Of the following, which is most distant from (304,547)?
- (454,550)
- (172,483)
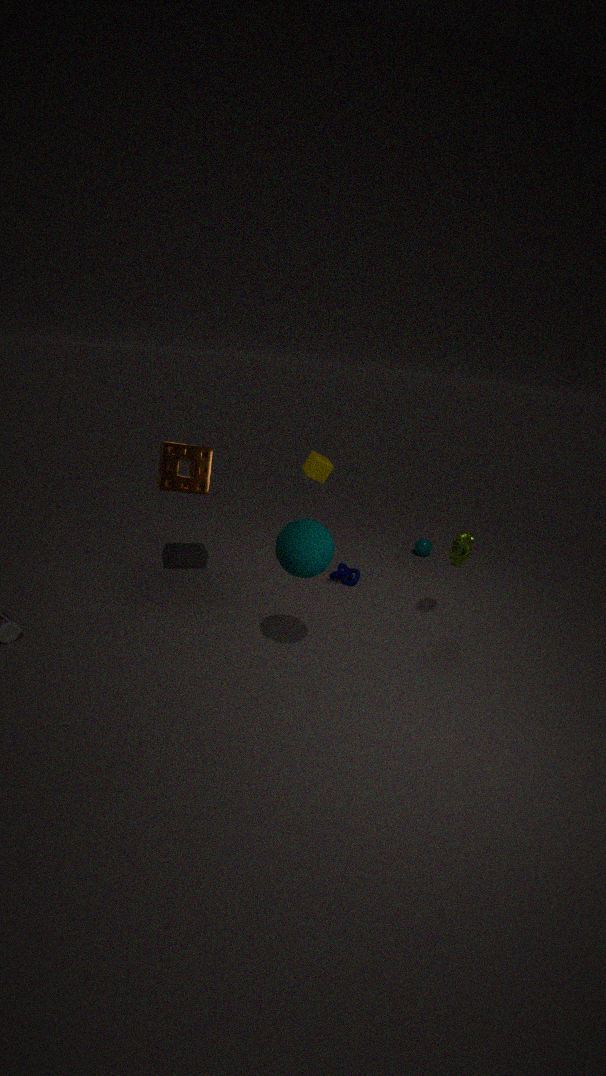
(172,483)
